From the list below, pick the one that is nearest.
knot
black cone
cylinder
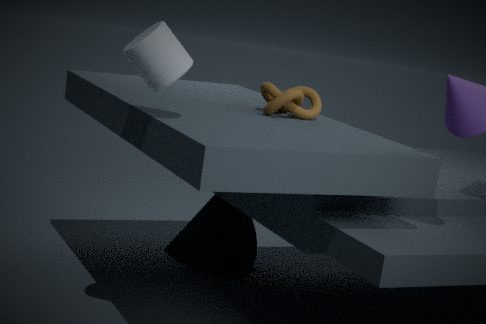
cylinder
